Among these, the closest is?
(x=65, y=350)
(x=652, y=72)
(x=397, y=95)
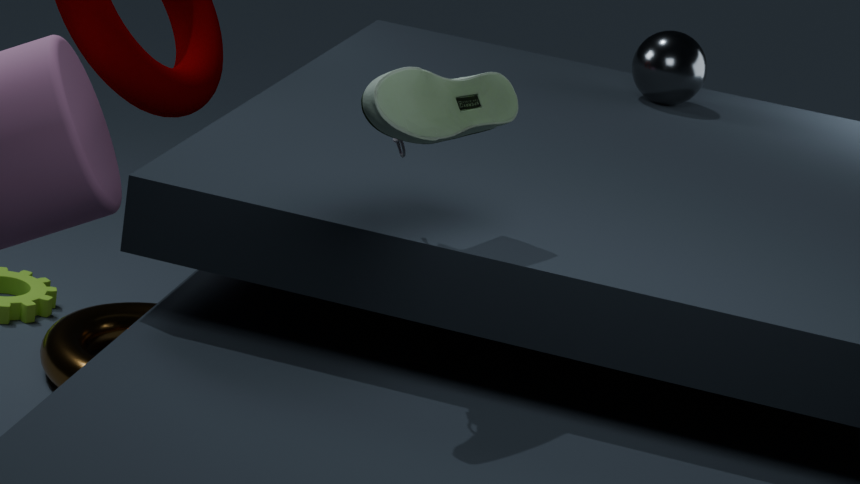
(x=397, y=95)
